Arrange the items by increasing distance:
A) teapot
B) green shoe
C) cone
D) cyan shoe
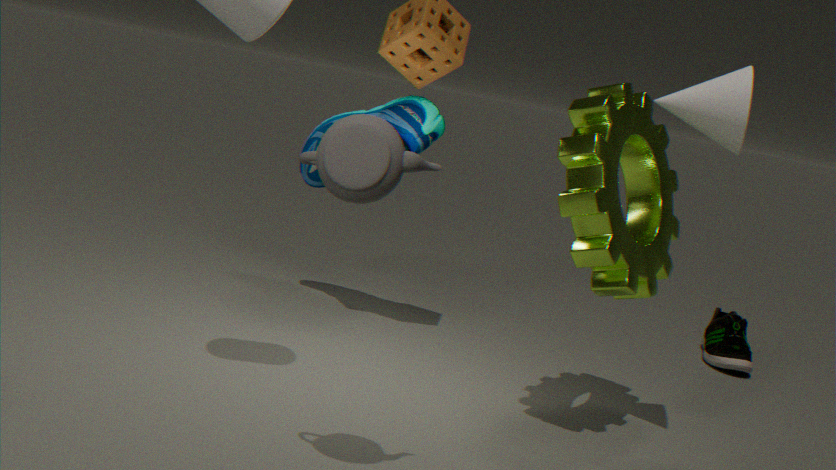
teapot, cone, cyan shoe, green shoe
